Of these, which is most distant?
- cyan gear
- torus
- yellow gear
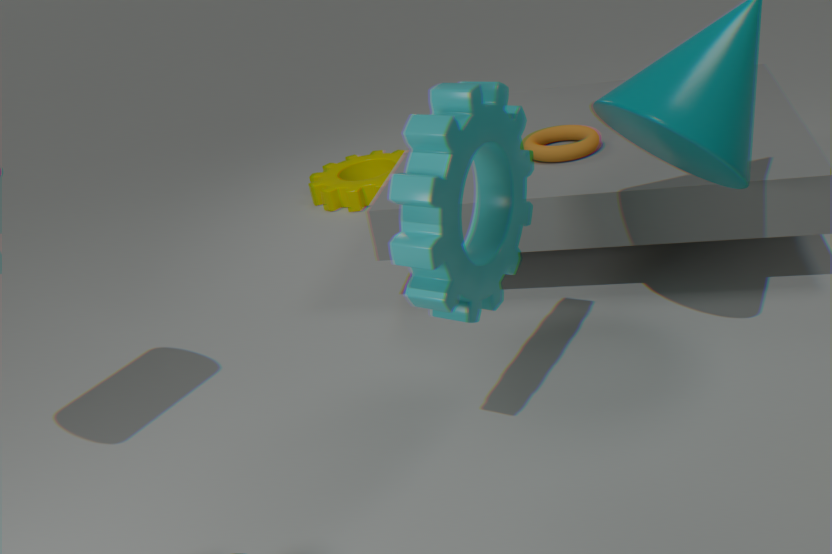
yellow gear
